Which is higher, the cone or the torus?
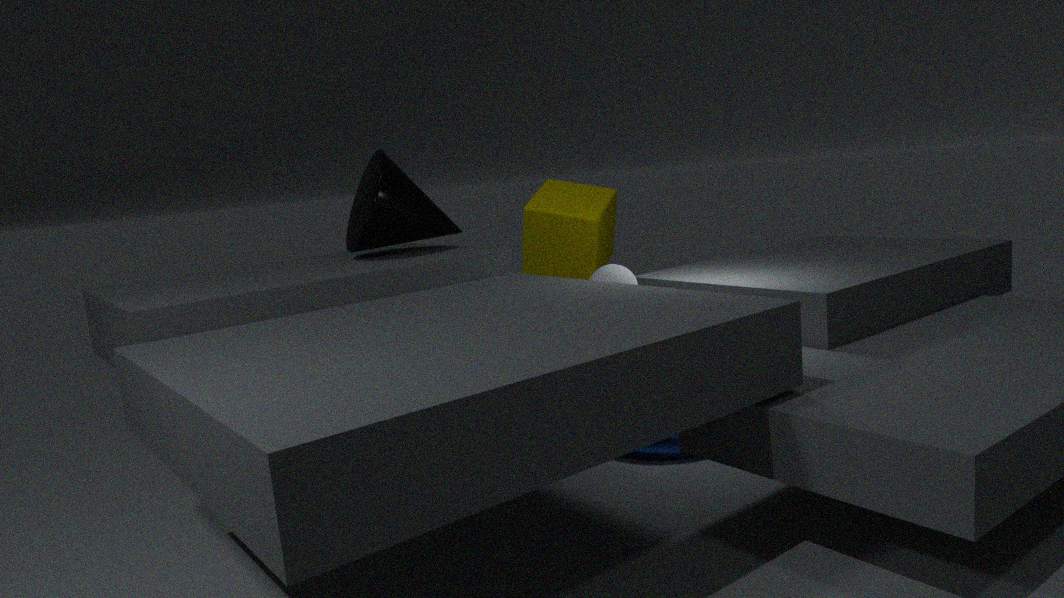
the cone
